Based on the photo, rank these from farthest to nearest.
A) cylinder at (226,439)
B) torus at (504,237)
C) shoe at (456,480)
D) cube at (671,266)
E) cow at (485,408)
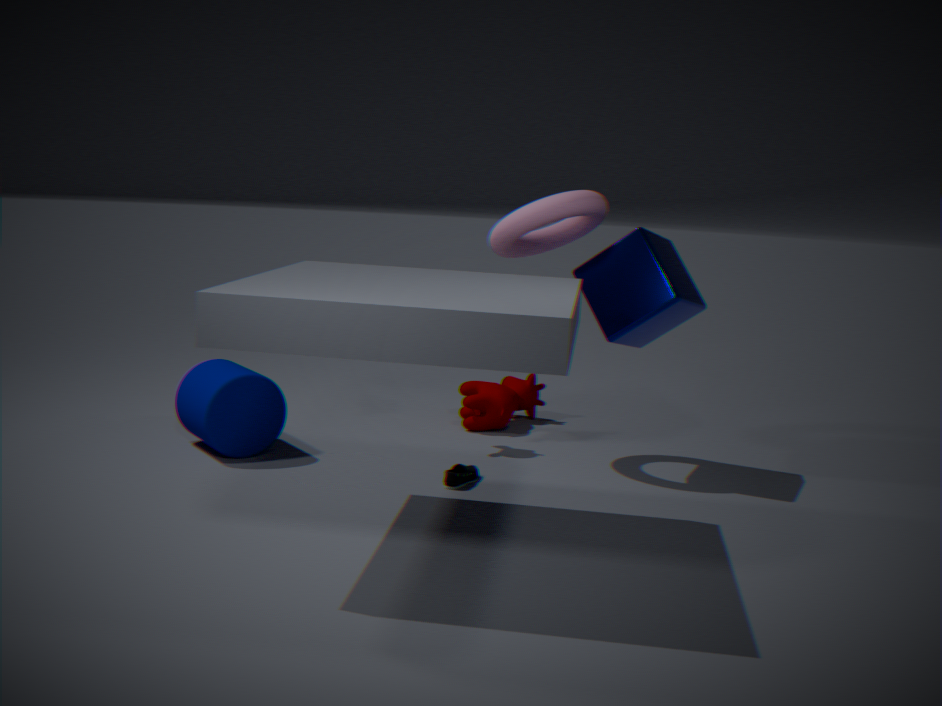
cow at (485,408) < torus at (504,237) < cylinder at (226,439) < cube at (671,266) < shoe at (456,480)
